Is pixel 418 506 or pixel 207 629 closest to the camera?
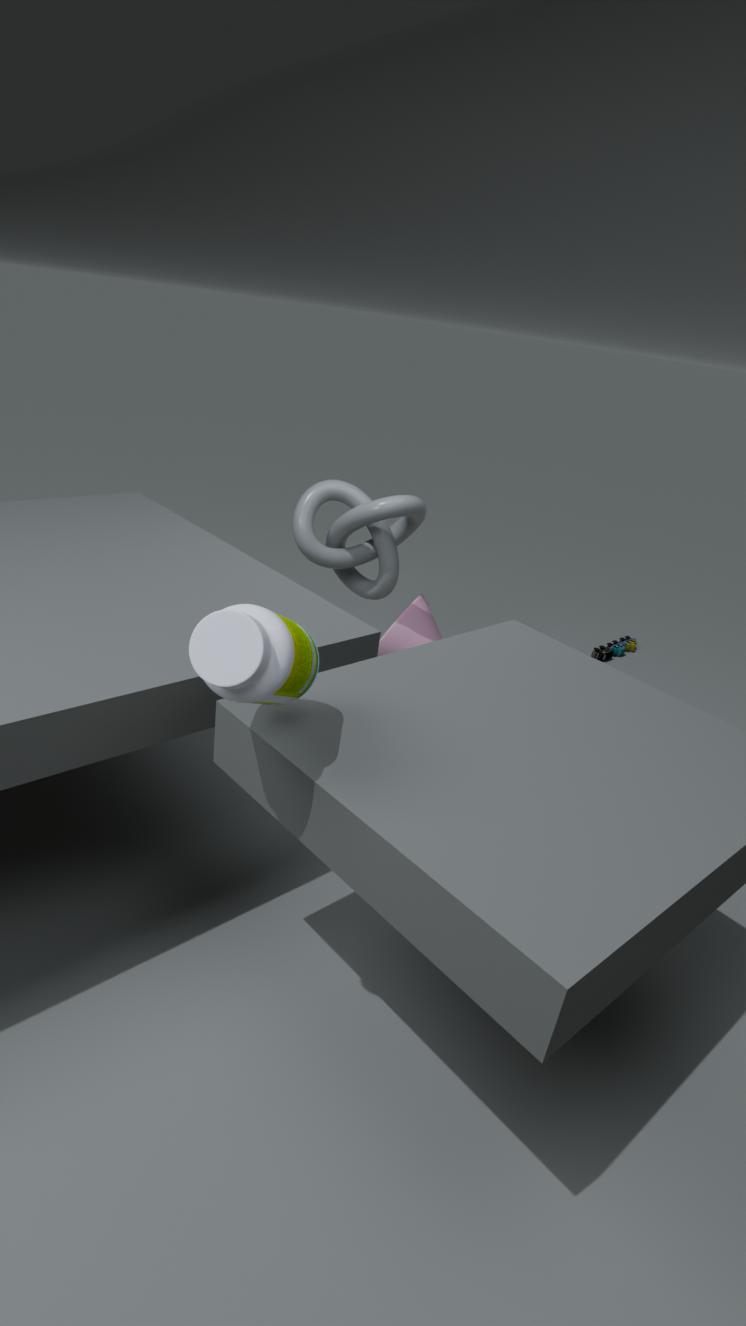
pixel 207 629
